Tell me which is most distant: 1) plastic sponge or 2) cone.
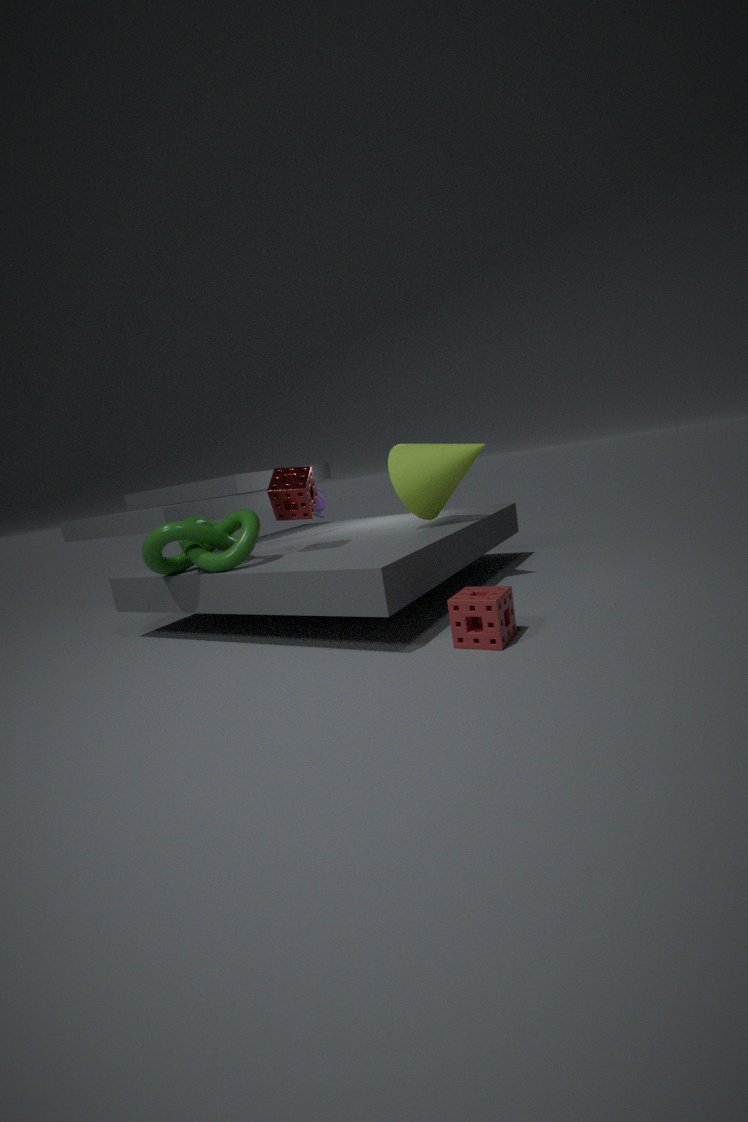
2. cone
